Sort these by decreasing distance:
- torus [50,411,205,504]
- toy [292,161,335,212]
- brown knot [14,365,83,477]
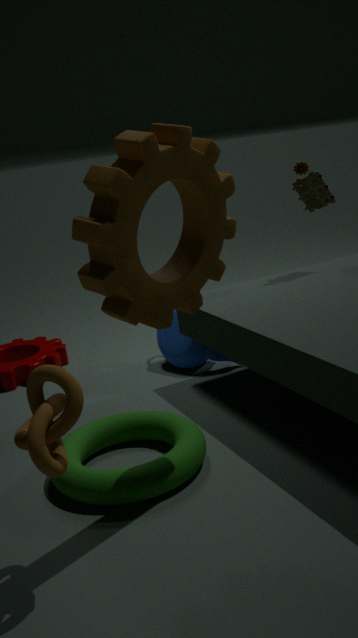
toy [292,161,335,212]
torus [50,411,205,504]
brown knot [14,365,83,477]
